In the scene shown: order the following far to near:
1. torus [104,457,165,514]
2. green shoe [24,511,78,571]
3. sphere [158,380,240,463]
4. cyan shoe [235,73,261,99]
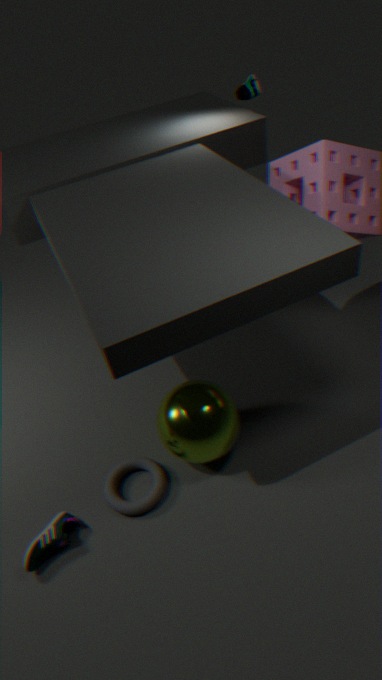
cyan shoe [235,73,261,99], torus [104,457,165,514], sphere [158,380,240,463], green shoe [24,511,78,571]
